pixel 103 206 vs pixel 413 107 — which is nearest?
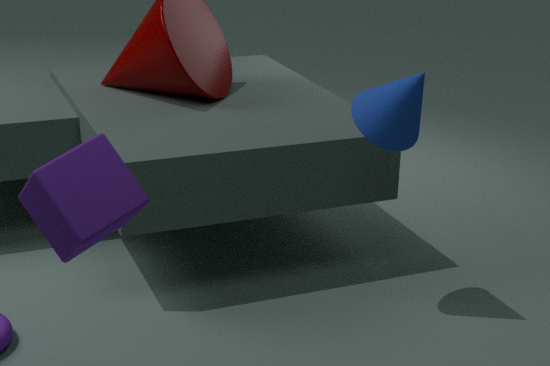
pixel 103 206
